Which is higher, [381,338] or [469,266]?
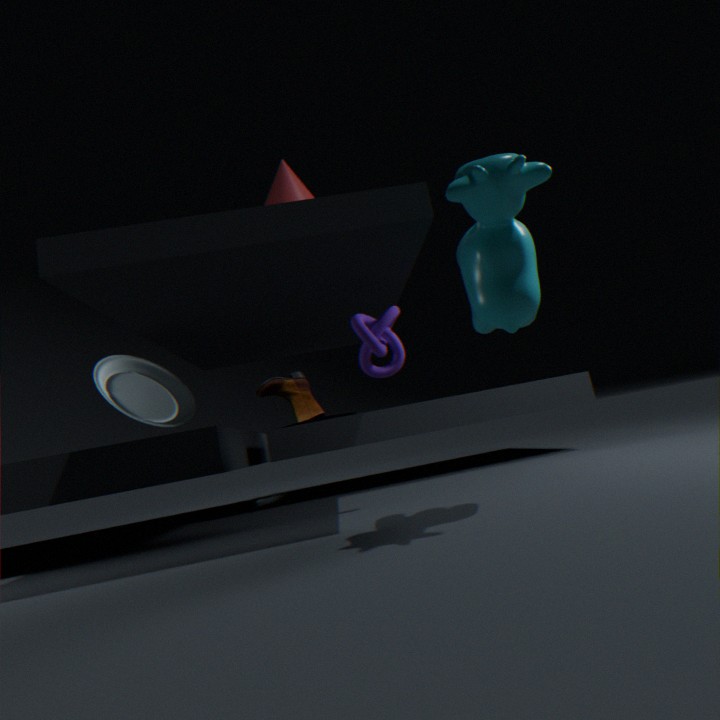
[469,266]
